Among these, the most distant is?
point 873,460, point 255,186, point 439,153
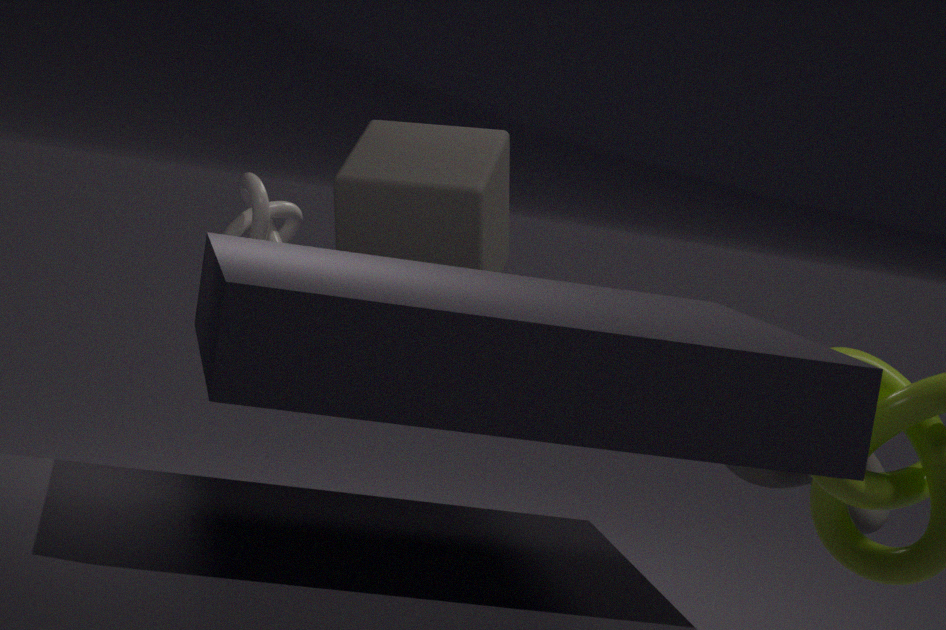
point 873,460
